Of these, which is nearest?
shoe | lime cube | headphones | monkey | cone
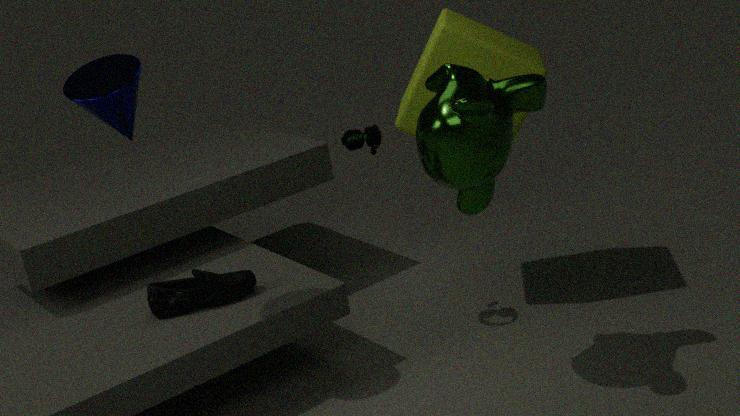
monkey
